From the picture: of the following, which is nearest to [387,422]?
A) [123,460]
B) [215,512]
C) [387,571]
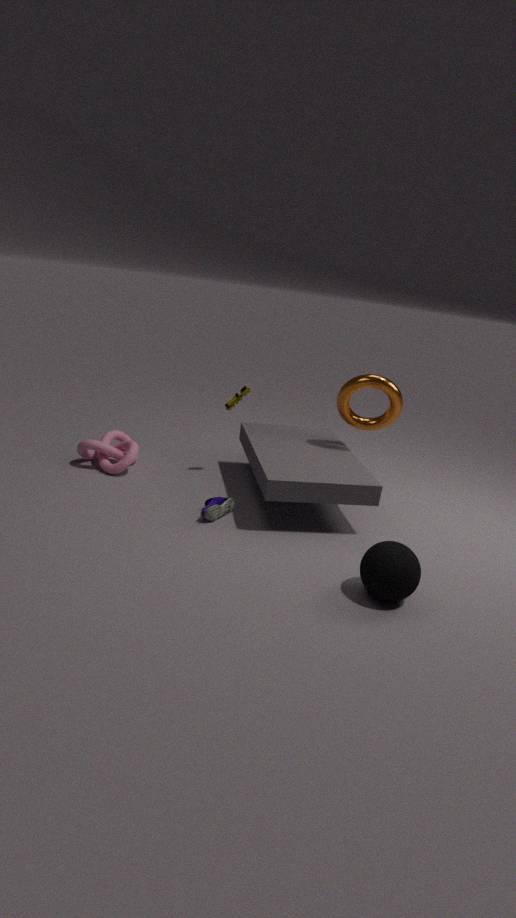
[215,512]
